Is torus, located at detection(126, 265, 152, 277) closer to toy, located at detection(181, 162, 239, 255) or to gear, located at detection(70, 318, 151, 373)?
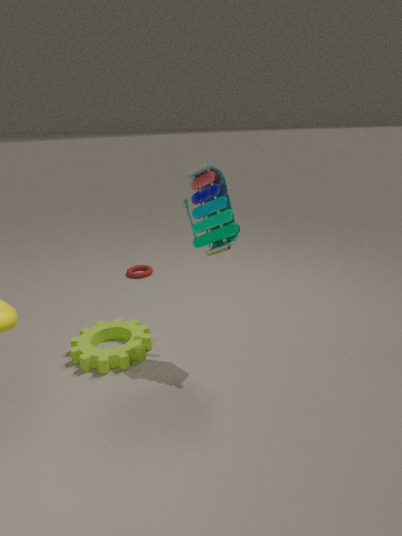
gear, located at detection(70, 318, 151, 373)
